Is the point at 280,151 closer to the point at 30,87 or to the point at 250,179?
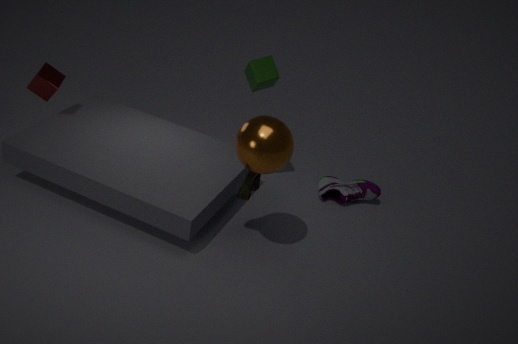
the point at 250,179
